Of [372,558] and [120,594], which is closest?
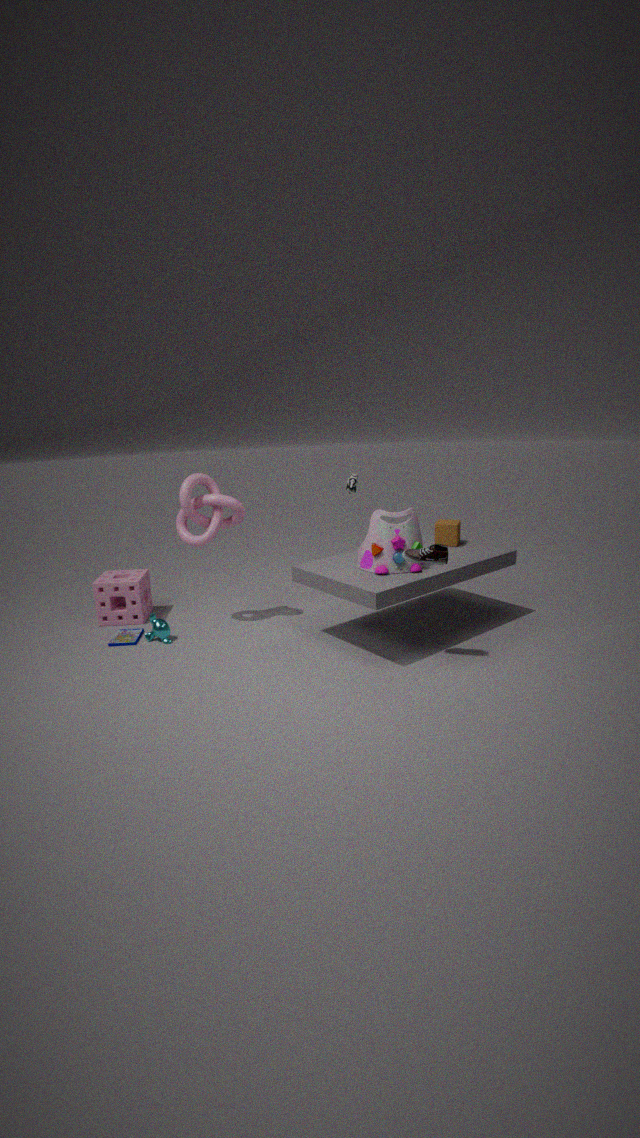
[372,558]
